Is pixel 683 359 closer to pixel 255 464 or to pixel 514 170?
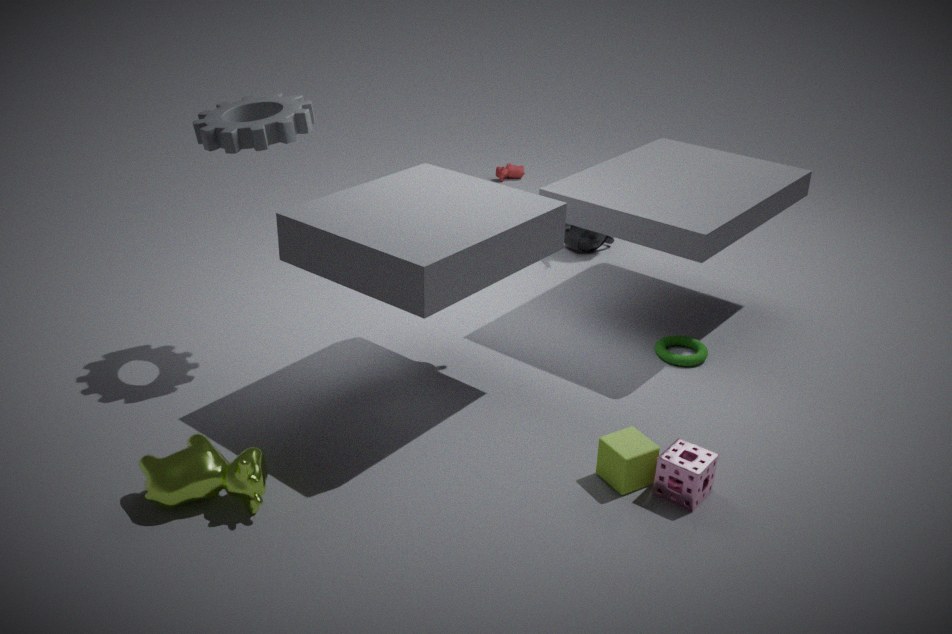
pixel 255 464
